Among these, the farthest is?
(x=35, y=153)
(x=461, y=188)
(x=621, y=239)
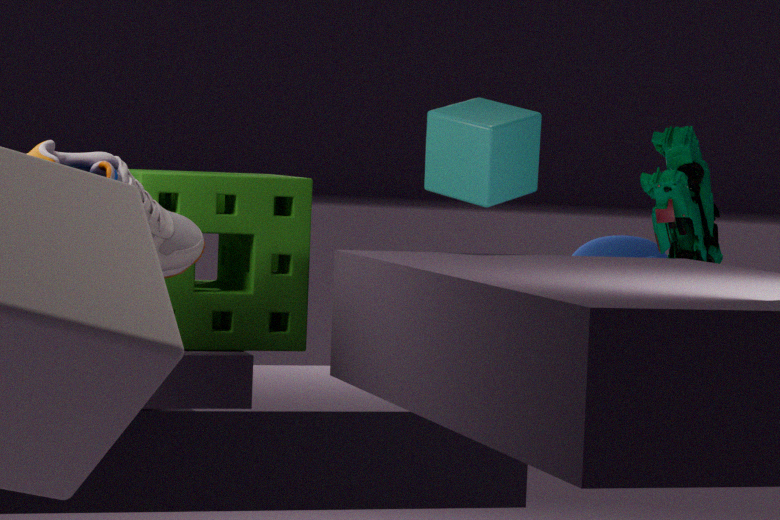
(x=621, y=239)
